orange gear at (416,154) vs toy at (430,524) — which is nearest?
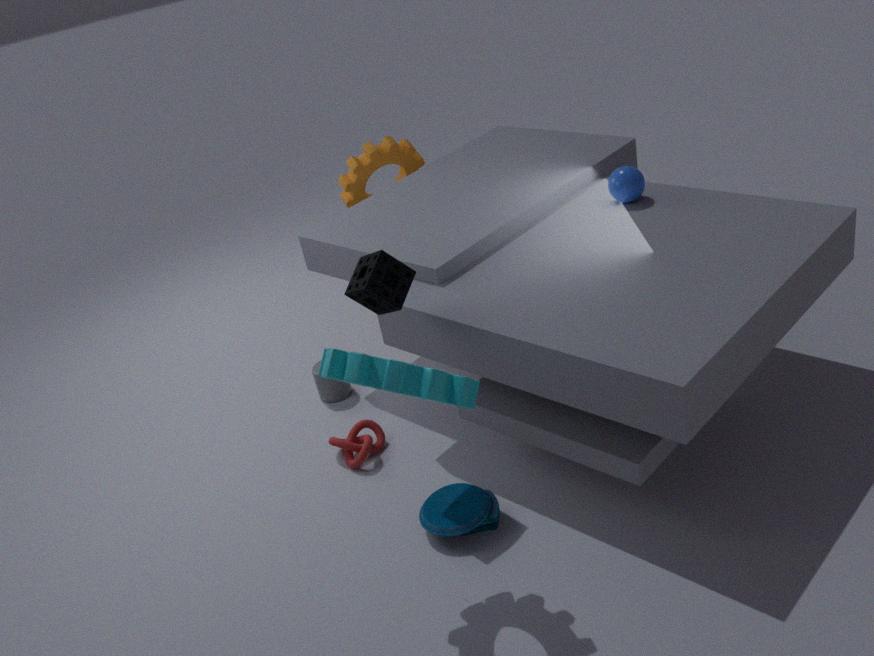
toy at (430,524)
